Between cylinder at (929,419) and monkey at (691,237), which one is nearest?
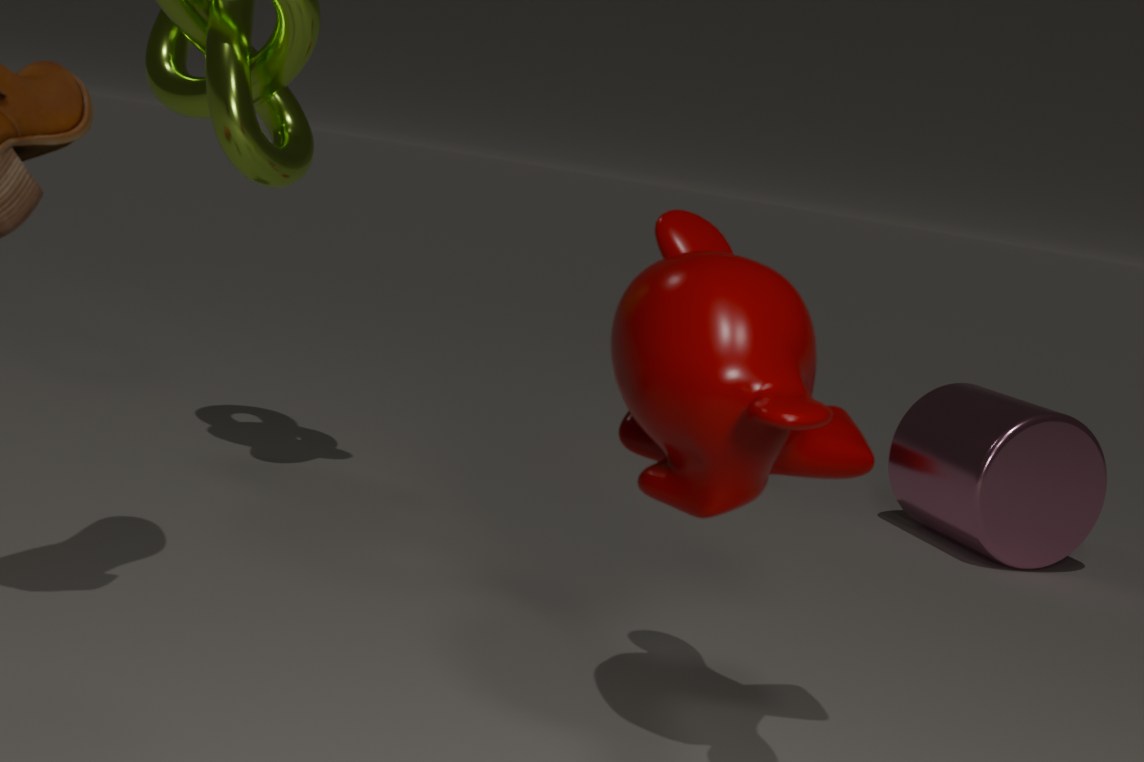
monkey at (691,237)
